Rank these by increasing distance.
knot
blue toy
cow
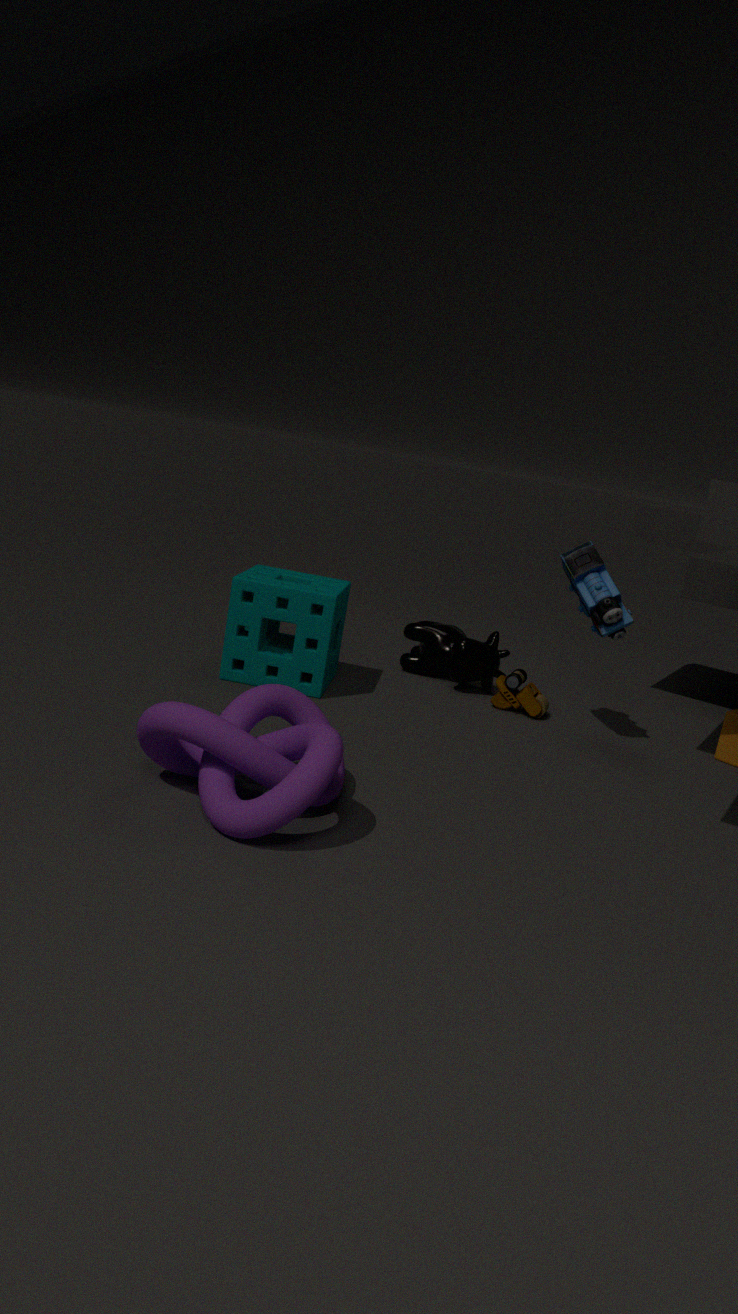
knot → blue toy → cow
